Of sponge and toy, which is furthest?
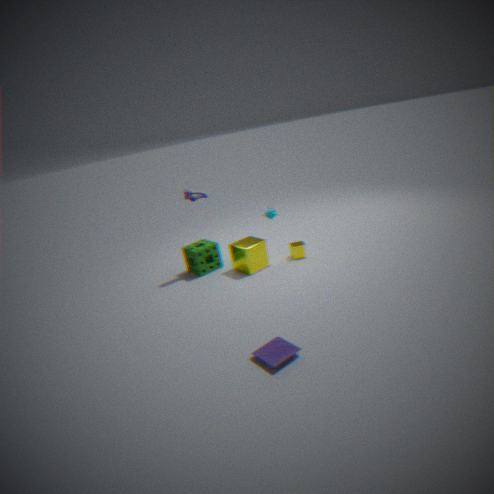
sponge
